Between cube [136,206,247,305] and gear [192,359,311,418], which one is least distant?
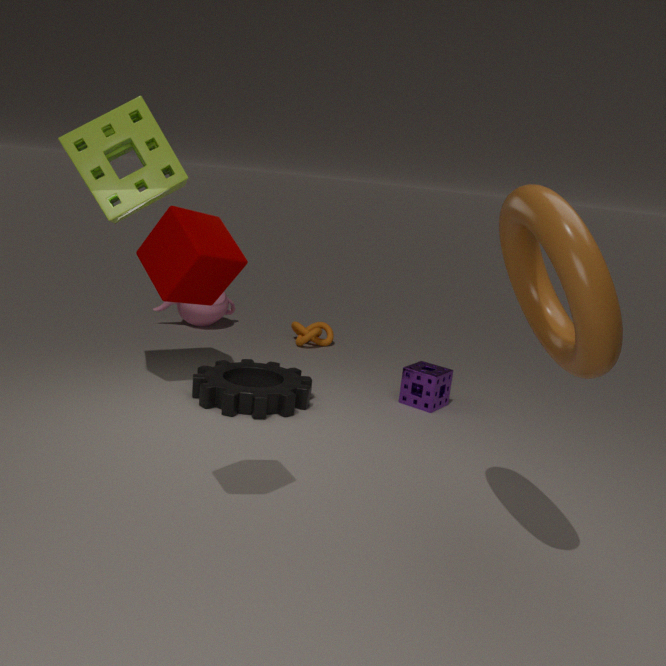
cube [136,206,247,305]
